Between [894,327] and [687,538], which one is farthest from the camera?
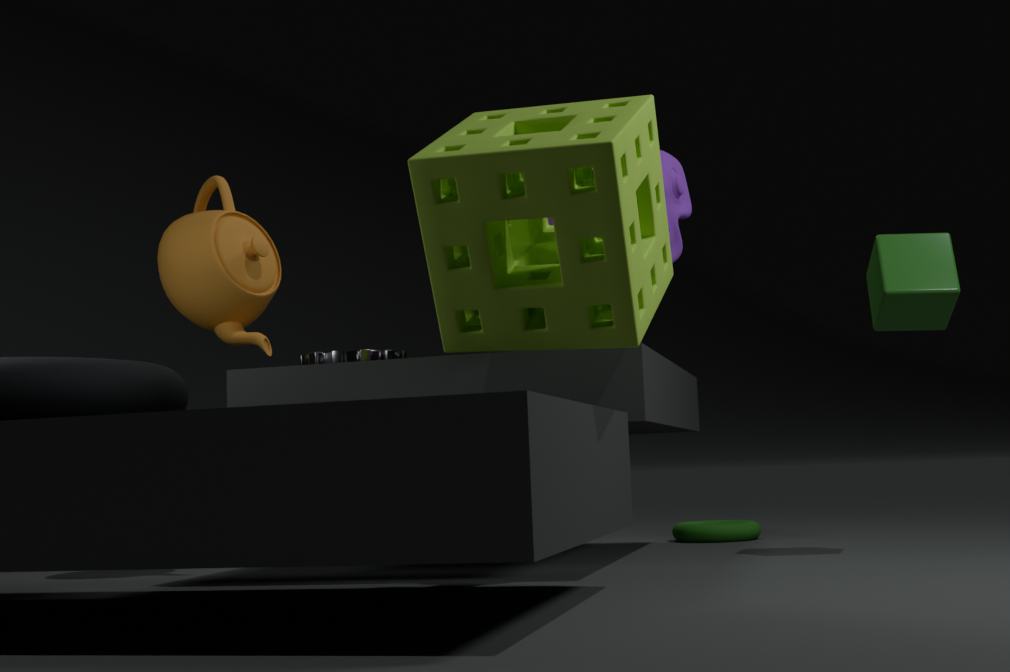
[687,538]
